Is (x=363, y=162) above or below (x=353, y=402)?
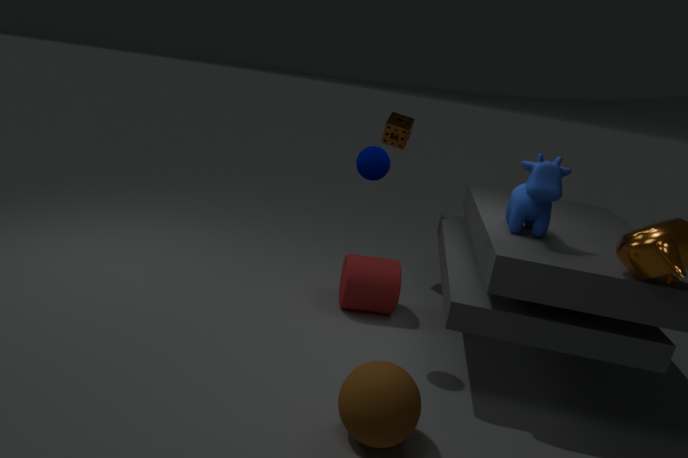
above
